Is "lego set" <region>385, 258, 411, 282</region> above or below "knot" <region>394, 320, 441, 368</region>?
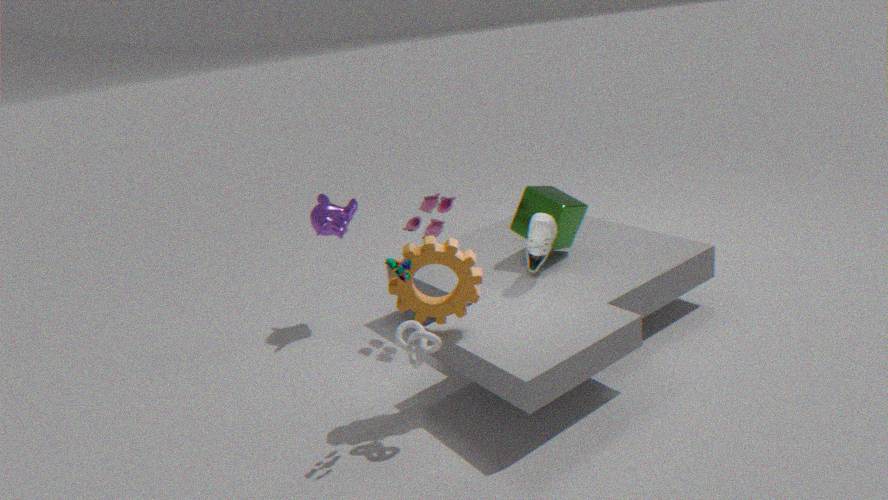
above
